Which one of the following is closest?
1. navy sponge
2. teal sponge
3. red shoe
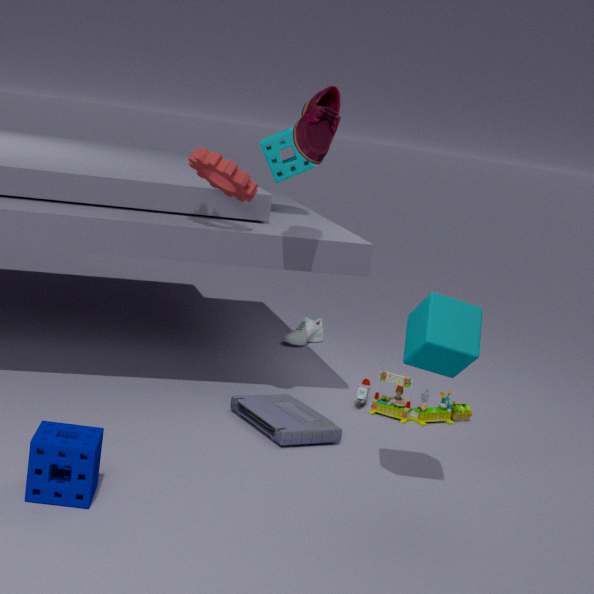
navy sponge
